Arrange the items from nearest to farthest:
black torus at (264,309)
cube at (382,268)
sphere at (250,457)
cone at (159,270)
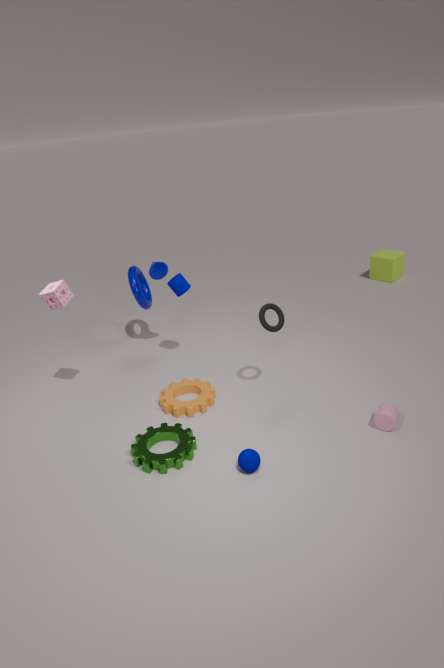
sphere at (250,457) → black torus at (264,309) → cone at (159,270) → cube at (382,268)
